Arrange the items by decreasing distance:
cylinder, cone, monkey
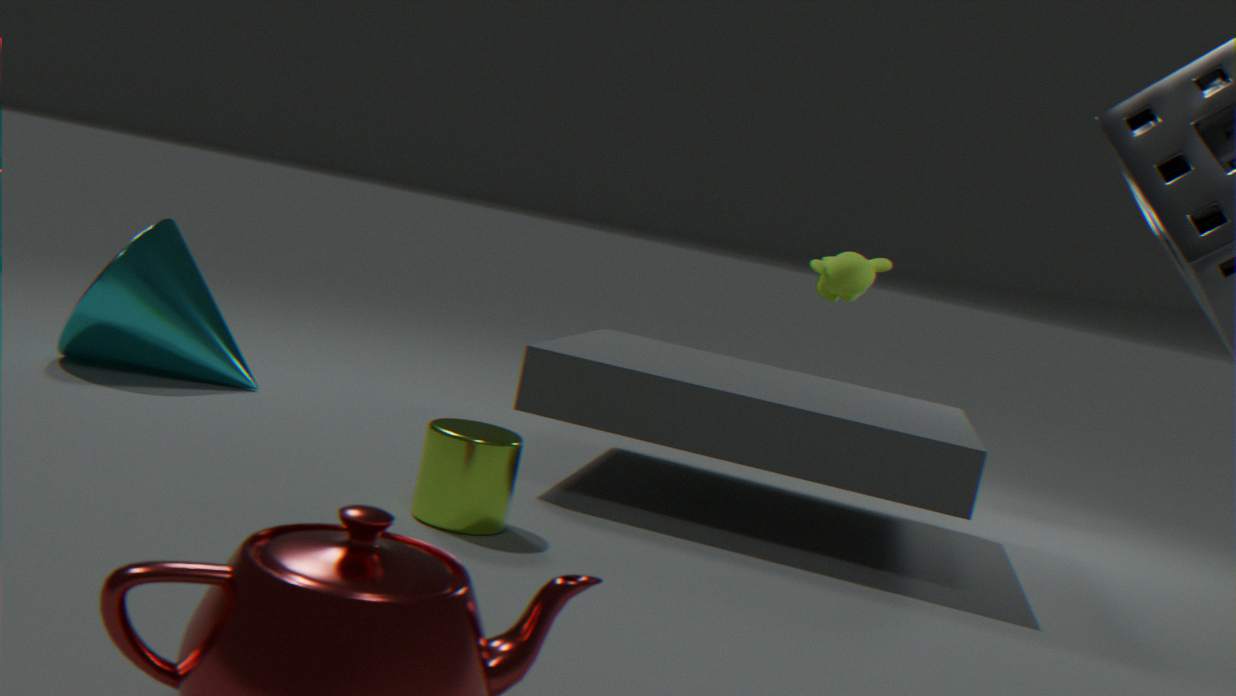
1. monkey
2. cone
3. cylinder
